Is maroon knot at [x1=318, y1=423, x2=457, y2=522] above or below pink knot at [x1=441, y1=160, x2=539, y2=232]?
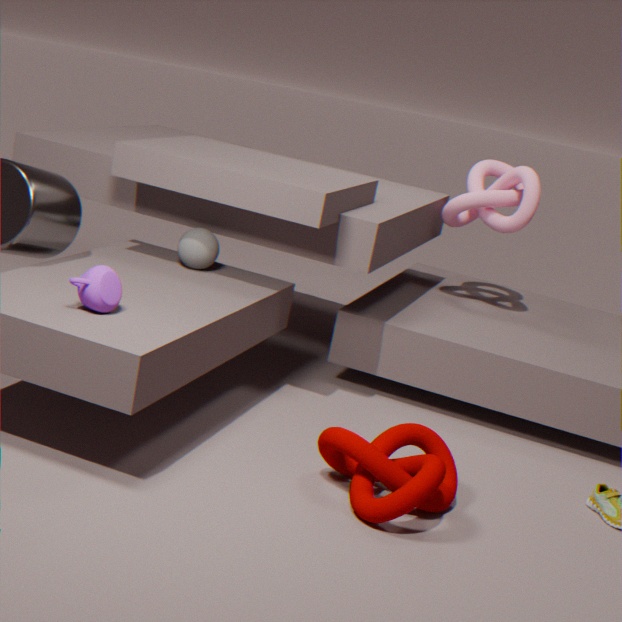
below
